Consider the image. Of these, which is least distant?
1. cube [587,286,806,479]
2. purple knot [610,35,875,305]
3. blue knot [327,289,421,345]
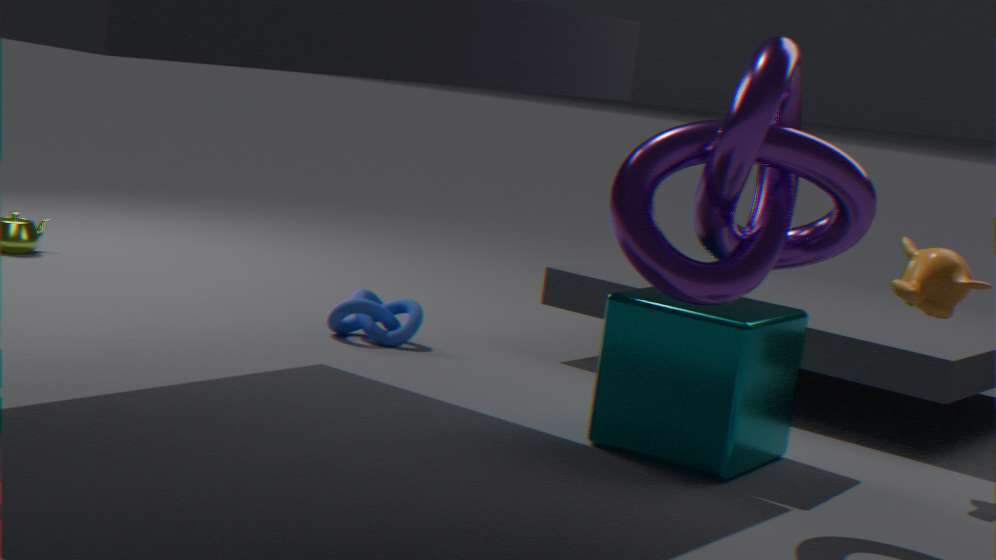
purple knot [610,35,875,305]
